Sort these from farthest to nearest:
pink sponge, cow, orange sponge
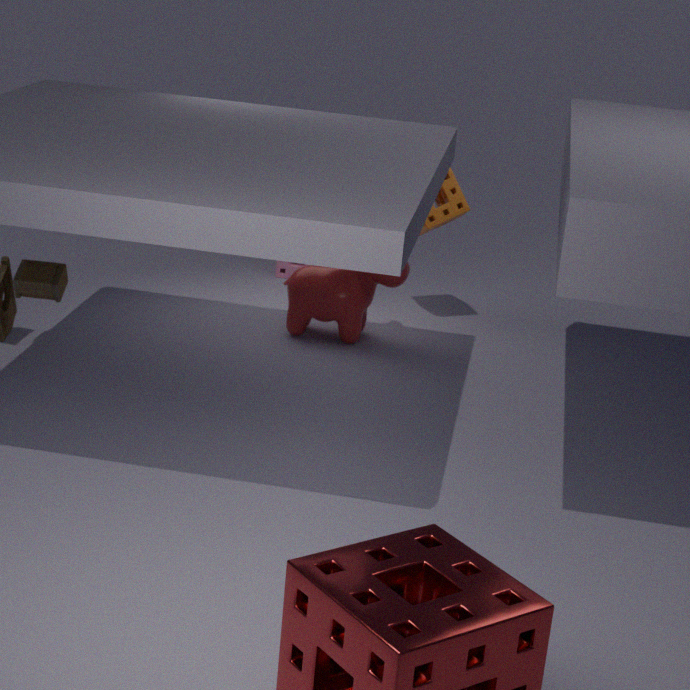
→ pink sponge → orange sponge → cow
